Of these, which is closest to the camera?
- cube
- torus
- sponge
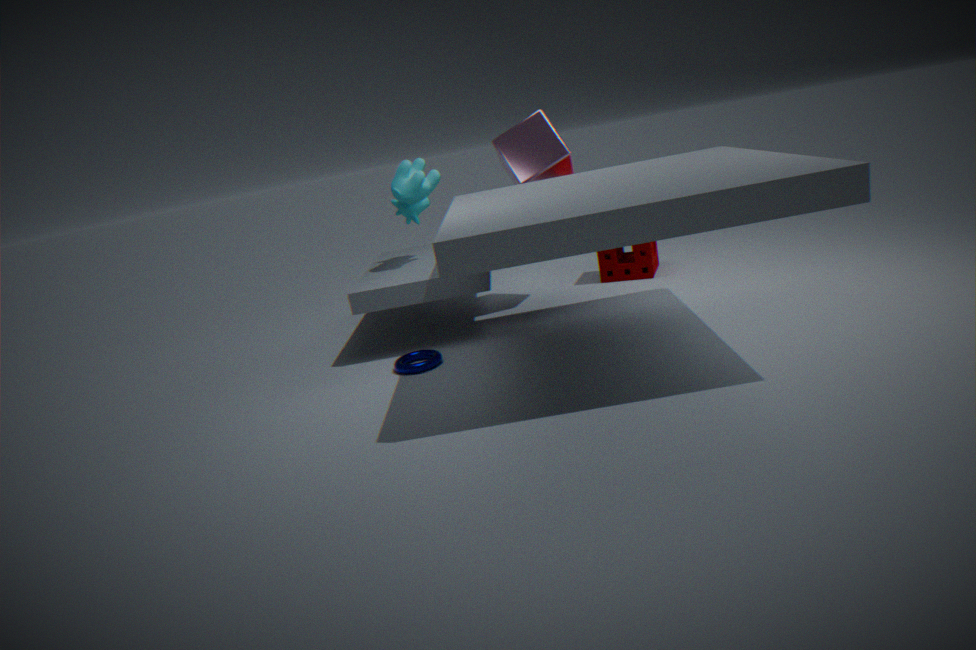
torus
